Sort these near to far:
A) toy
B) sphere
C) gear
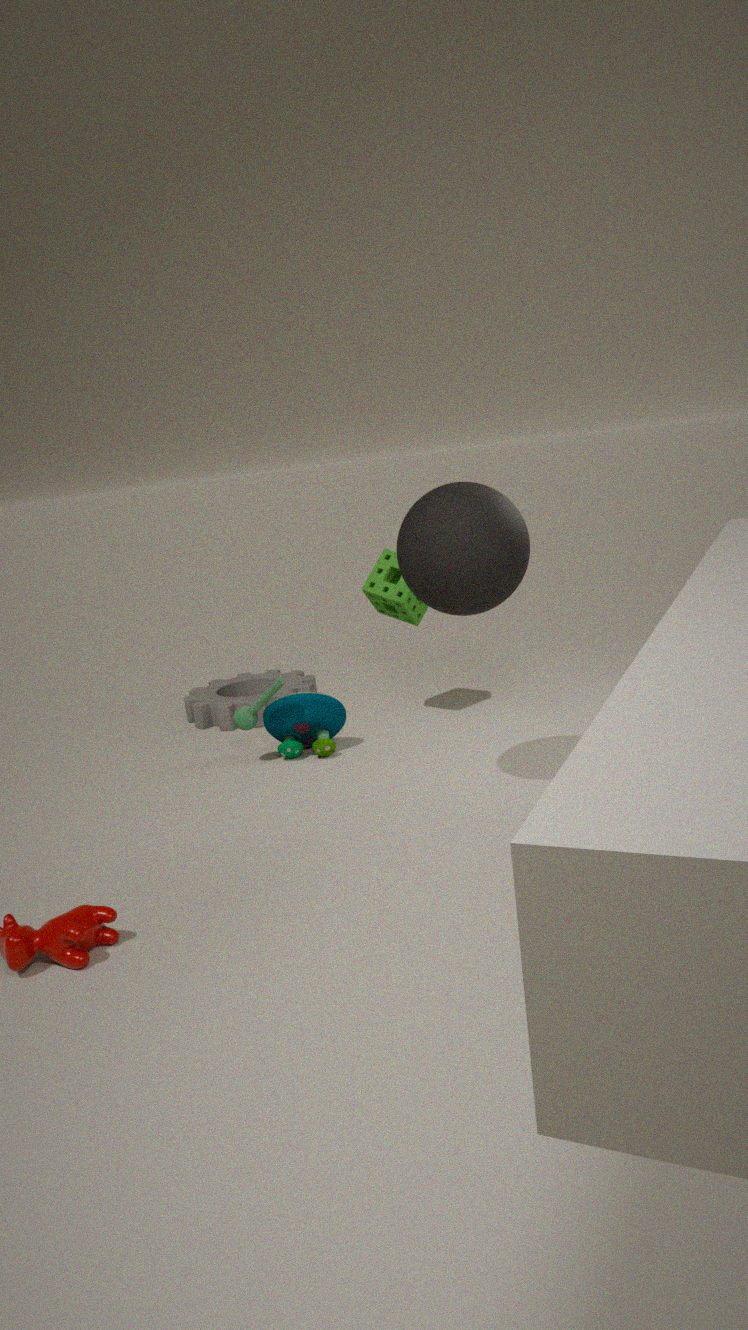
B. sphere → A. toy → C. gear
